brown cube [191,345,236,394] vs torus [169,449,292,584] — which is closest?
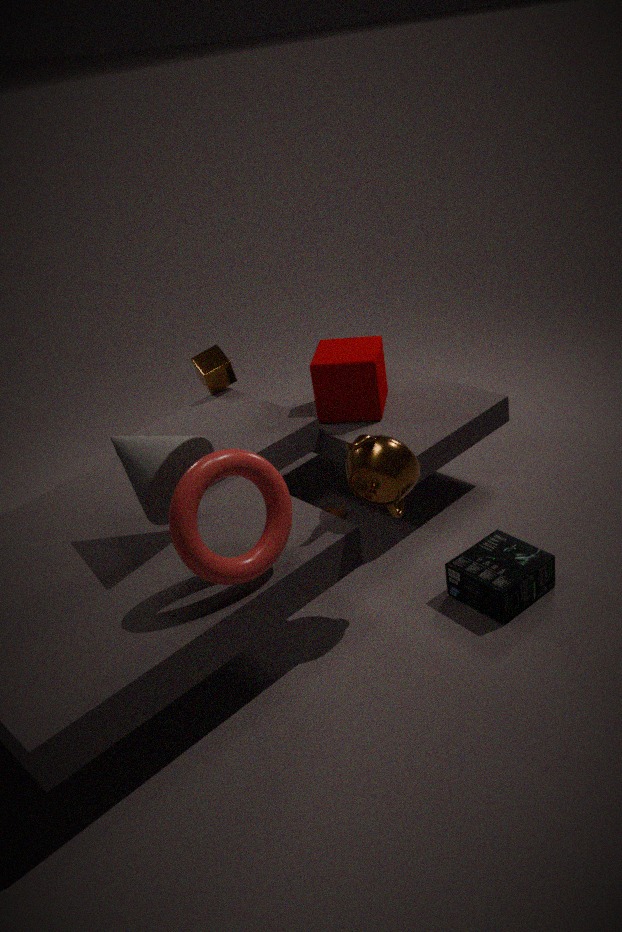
torus [169,449,292,584]
